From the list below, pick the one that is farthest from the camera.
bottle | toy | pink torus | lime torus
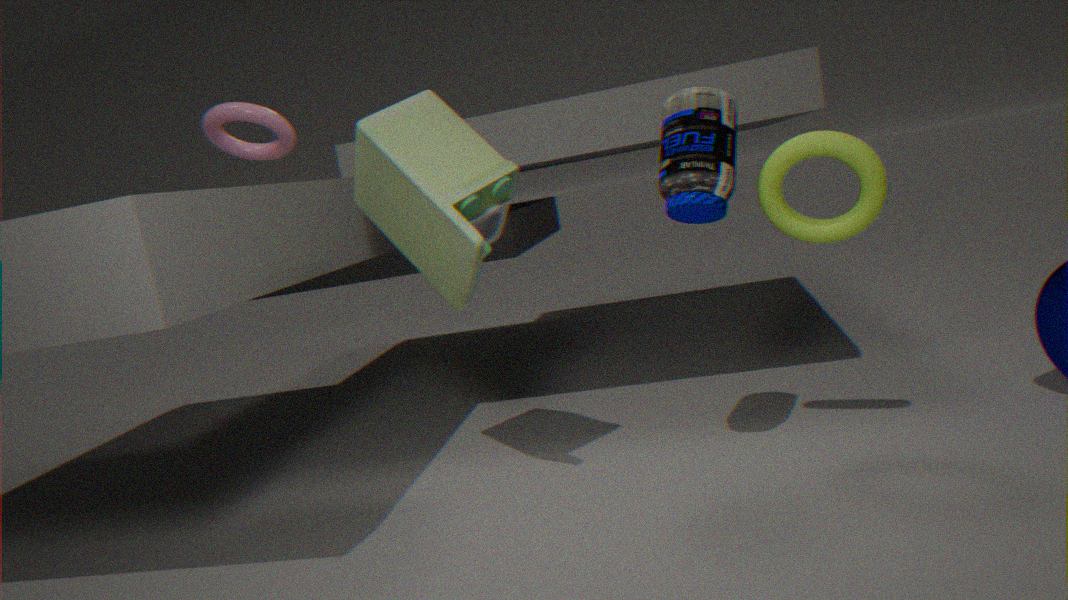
pink torus
